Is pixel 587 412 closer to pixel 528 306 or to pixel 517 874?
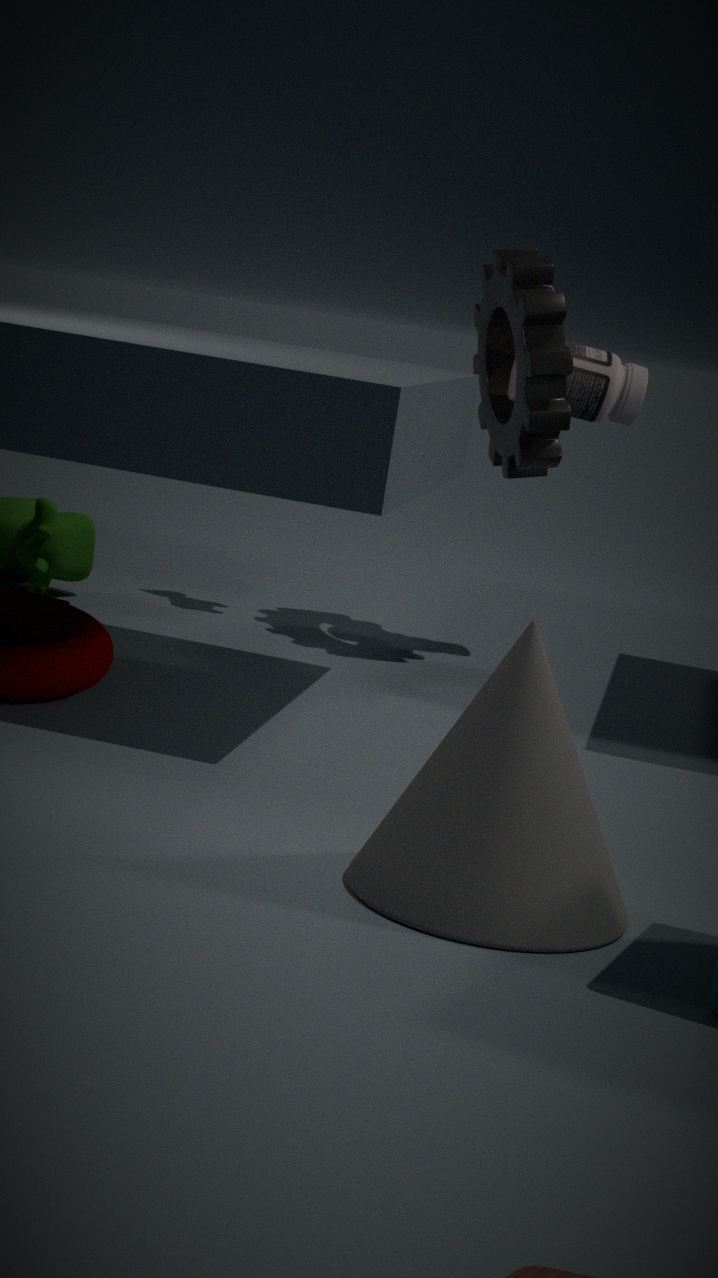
pixel 528 306
